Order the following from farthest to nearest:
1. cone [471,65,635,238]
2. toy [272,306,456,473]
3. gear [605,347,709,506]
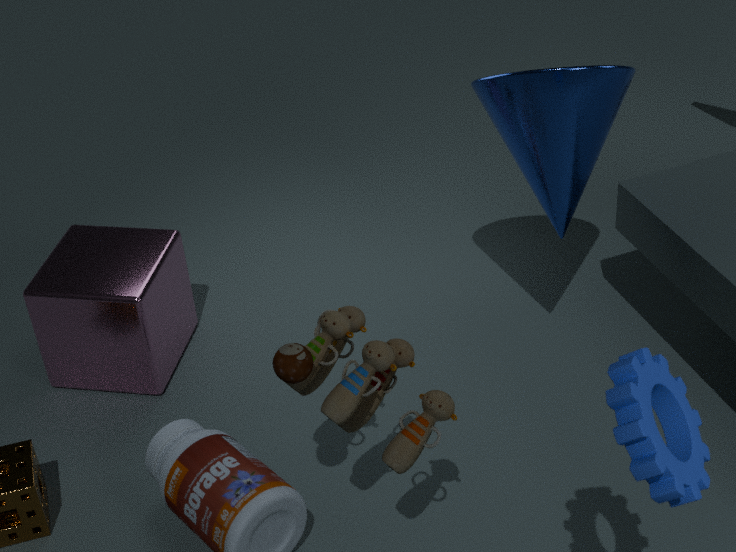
cone [471,65,635,238] < toy [272,306,456,473] < gear [605,347,709,506]
